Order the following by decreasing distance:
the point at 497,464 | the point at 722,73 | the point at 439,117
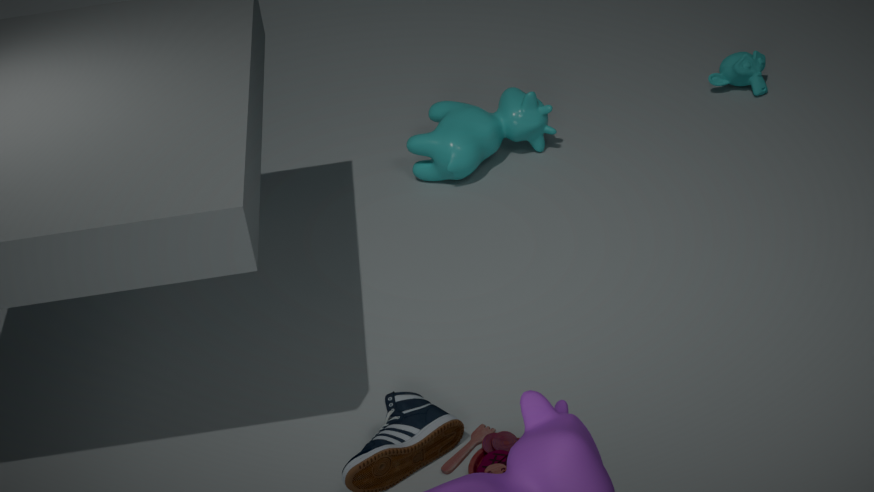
the point at 722,73 < the point at 439,117 < the point at 497,464
